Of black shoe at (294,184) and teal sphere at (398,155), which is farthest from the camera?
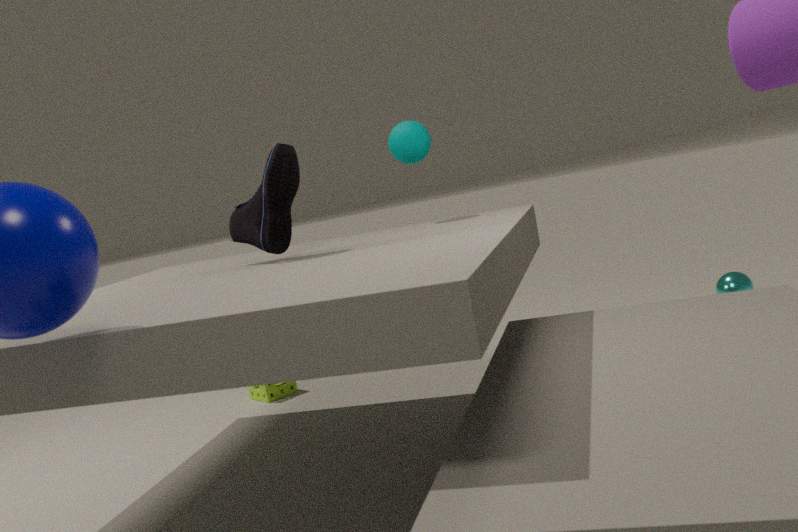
teal sphere at (398,155)
